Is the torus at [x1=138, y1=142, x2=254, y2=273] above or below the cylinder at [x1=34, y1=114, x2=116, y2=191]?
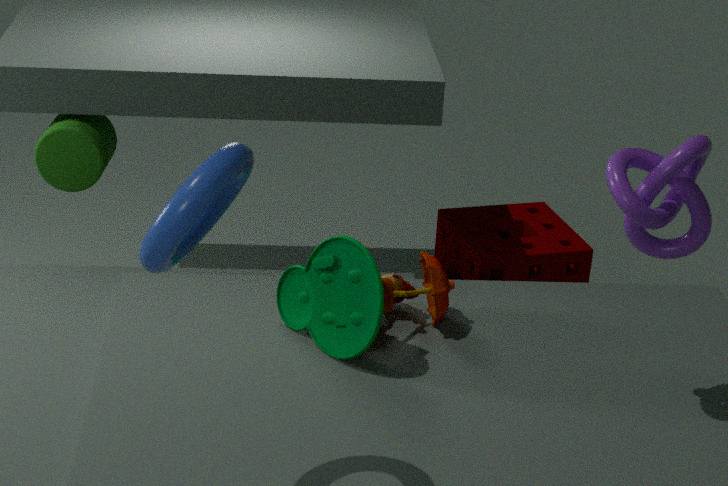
above
